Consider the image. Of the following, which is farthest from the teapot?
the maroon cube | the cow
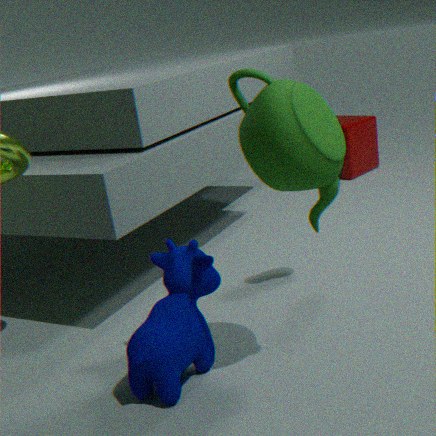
the maroon cube
